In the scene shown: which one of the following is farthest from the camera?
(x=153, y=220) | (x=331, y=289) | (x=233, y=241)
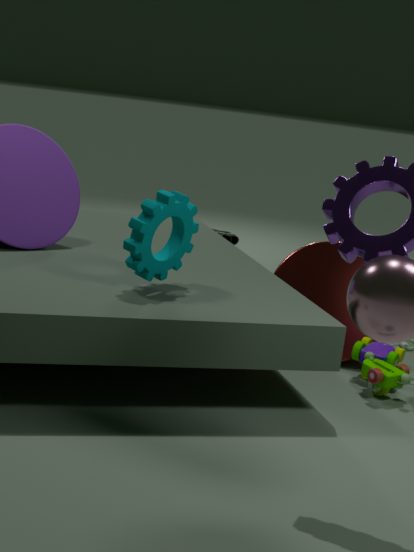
(x=233, y=241)
